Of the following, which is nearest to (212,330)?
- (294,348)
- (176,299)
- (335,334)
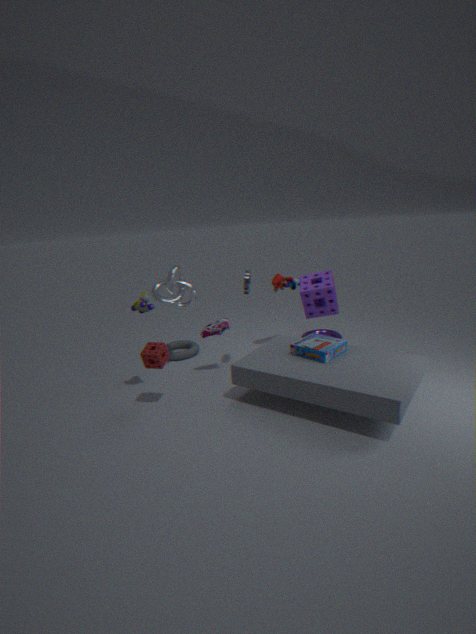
(176,299)
